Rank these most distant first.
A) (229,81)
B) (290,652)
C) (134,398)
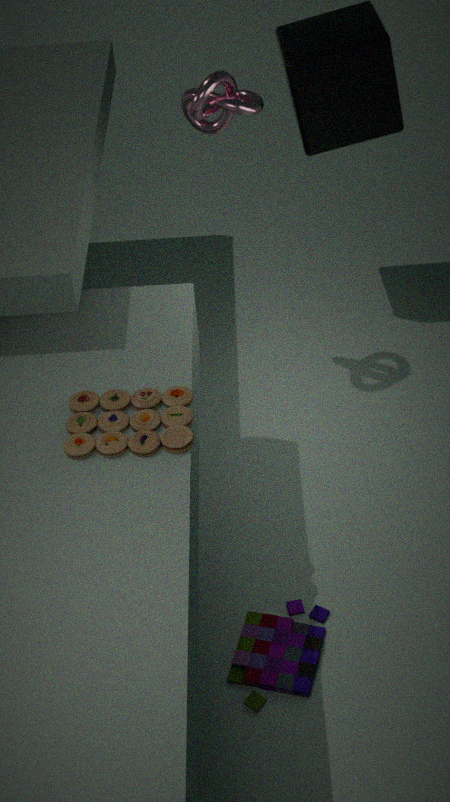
1. (229,81)
2. (290,652)
3. (134,398)
